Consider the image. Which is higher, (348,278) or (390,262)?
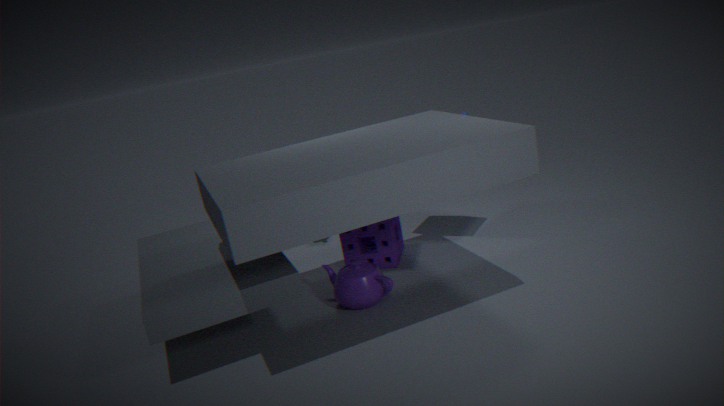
(390,262)
